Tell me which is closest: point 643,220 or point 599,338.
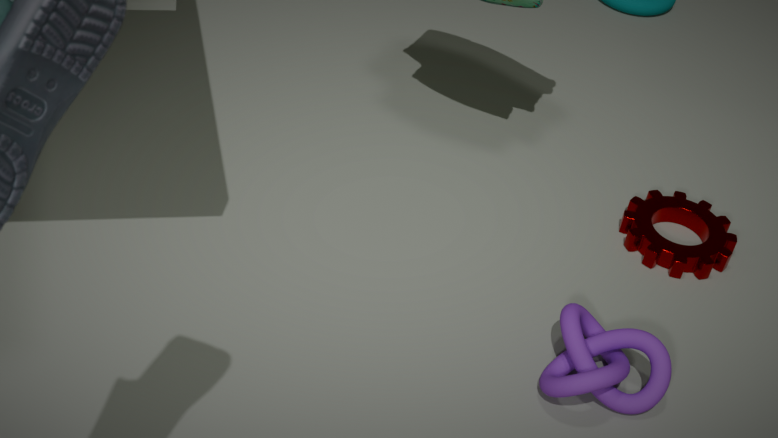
point 599,338
